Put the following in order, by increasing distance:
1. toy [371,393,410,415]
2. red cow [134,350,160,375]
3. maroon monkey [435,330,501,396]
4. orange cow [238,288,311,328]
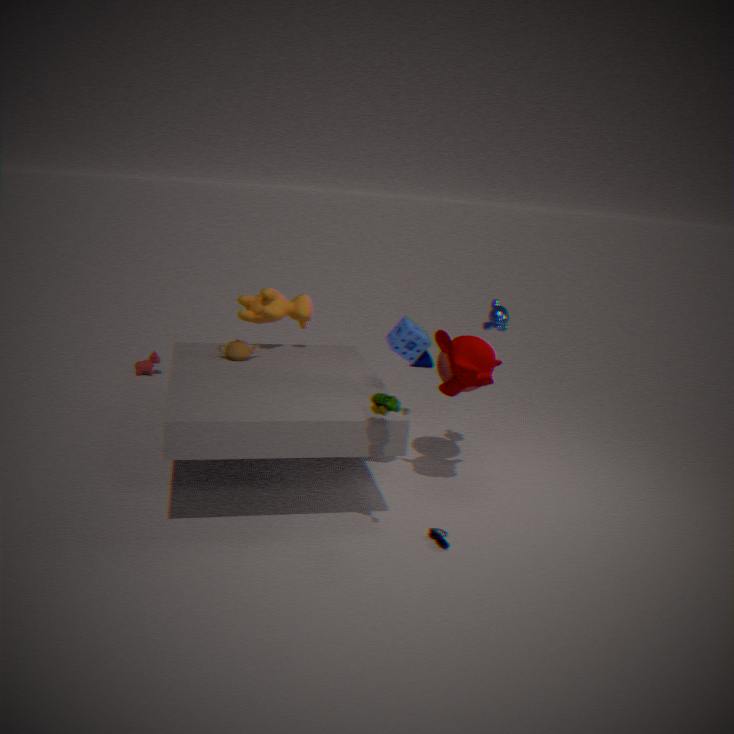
toy [371,393,410,415] < maroon monkey [435,330,501,396] < orange cow [238,288,311,328] < red cow [134,350,160,375]
